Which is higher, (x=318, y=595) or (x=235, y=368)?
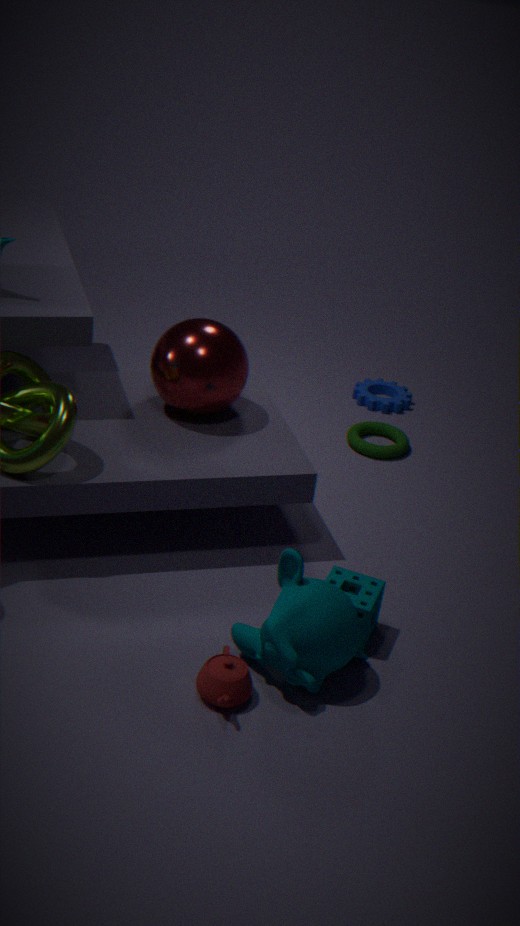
(x=235, y=368)
